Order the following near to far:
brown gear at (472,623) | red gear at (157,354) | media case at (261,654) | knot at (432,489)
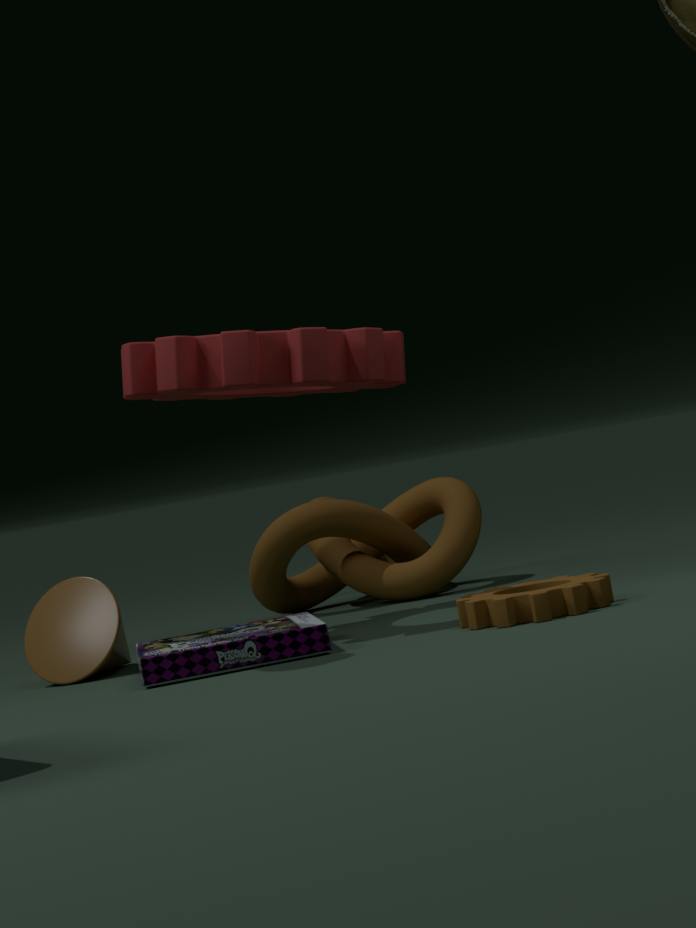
brown gear at (472,623)
media case at (261,654)
red gear at (157,354)
knot at (432,489)
